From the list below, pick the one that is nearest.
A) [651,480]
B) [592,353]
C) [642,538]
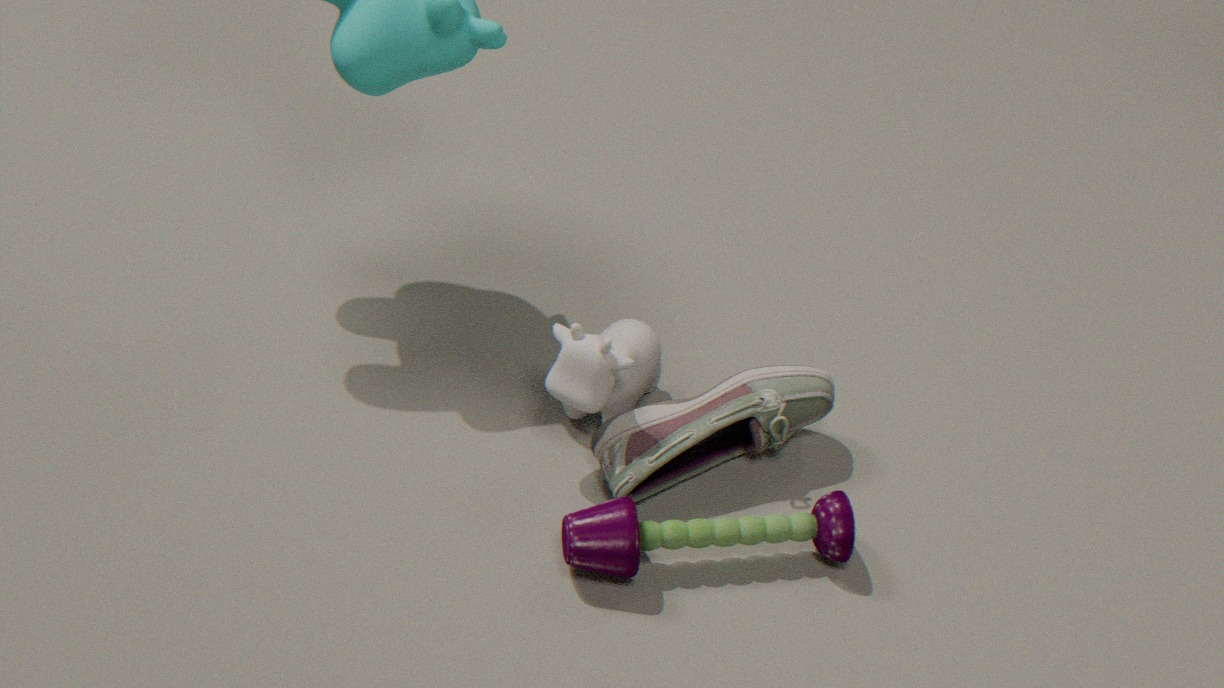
[642,538]
